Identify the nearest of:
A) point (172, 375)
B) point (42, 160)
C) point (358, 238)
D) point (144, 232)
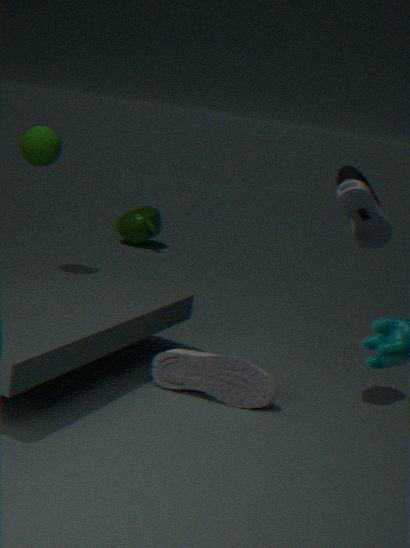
point (358, 238)
